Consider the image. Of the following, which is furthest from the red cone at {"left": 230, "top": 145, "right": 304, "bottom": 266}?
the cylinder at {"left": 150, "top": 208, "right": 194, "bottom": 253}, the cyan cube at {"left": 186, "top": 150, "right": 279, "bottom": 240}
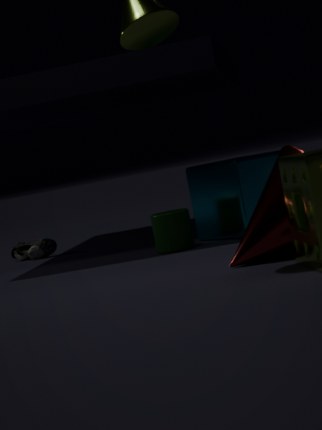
the cylinder at {"left": 150, "top": 208, "right": 194, "bottom": 253}
